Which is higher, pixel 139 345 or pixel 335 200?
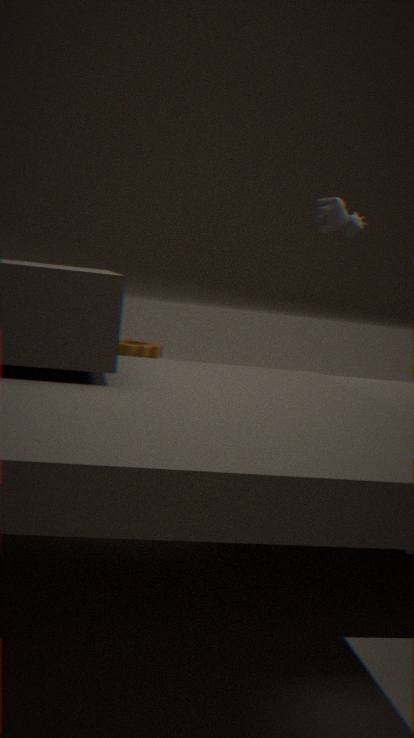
pixel 335 200
